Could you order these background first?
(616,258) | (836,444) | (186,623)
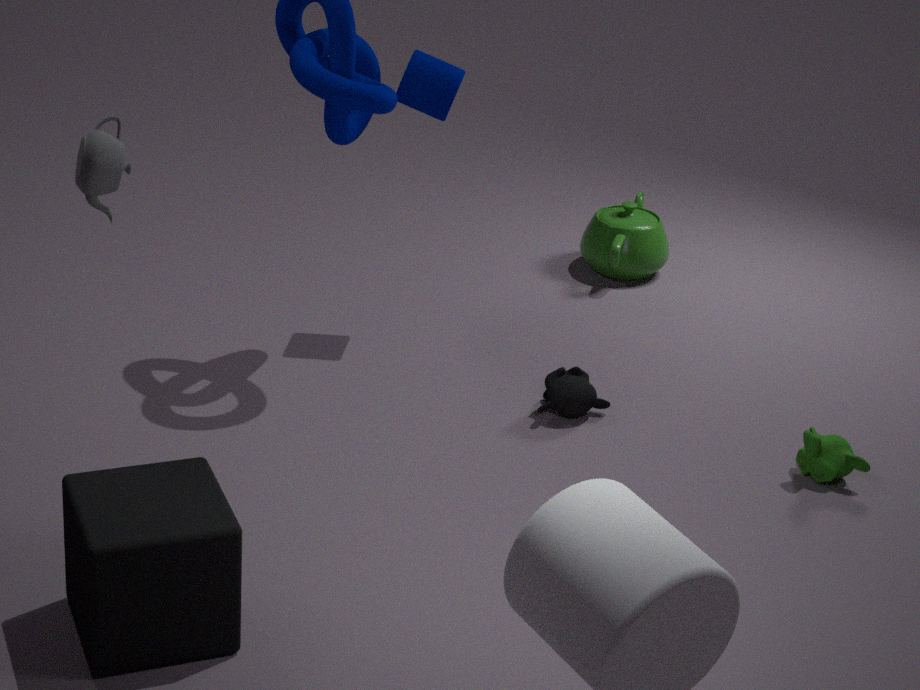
(616,258) < (836,444) < (186,623)
